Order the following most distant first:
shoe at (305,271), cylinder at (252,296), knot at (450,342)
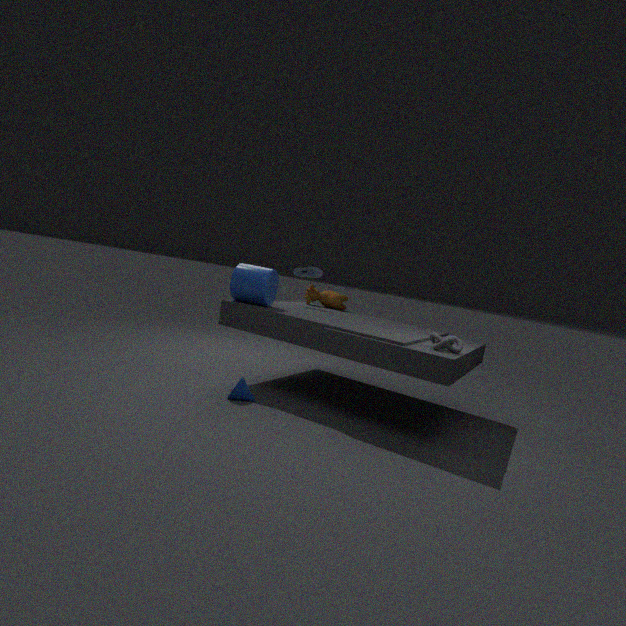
1. shoe at (305,271)
2. cylinder at (252,296)
3. knot at (450,342)
